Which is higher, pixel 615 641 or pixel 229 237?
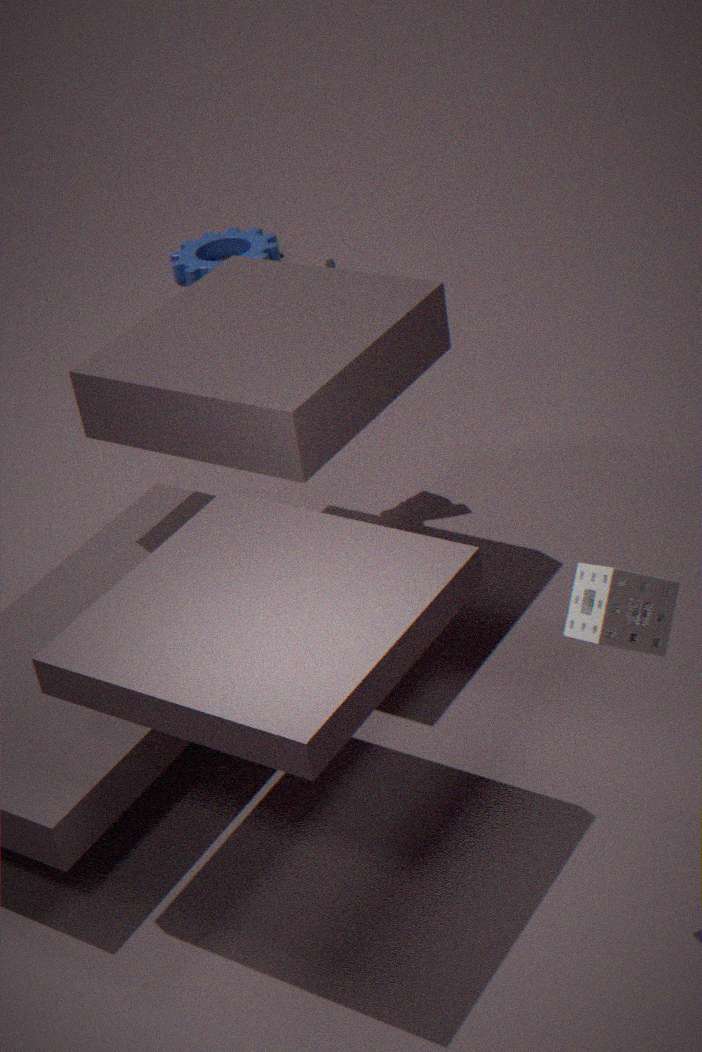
pixel 615 641
